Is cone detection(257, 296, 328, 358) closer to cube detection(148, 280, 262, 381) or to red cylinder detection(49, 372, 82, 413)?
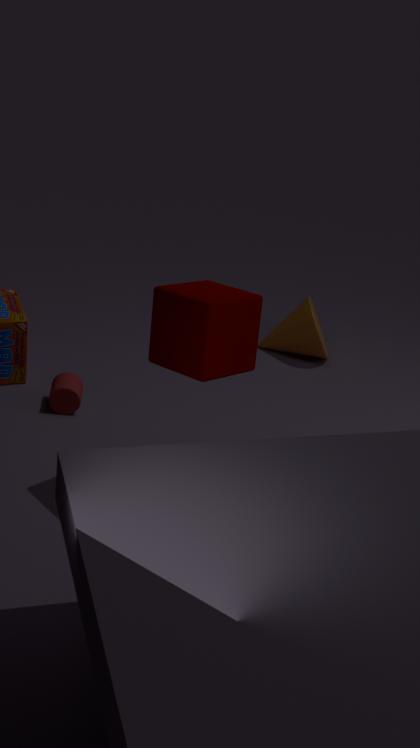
red cylinder detection(49, 372, 82, 413)
